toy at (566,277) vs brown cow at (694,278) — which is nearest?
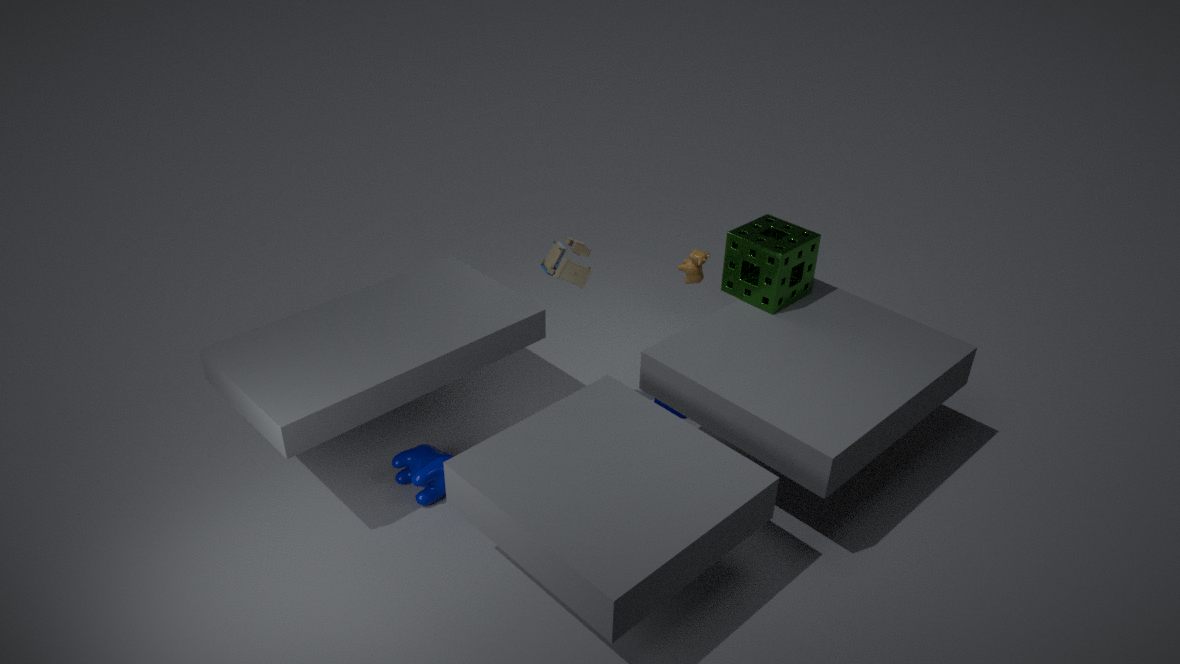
toy at (566,277)
